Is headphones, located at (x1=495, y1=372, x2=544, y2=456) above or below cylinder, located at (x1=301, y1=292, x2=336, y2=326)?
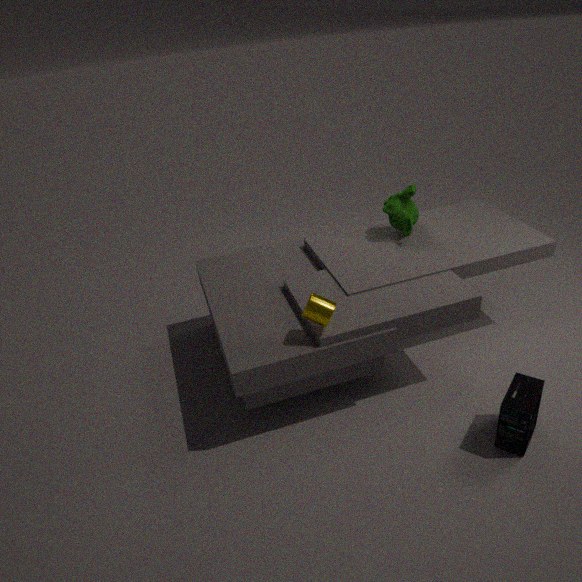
below
